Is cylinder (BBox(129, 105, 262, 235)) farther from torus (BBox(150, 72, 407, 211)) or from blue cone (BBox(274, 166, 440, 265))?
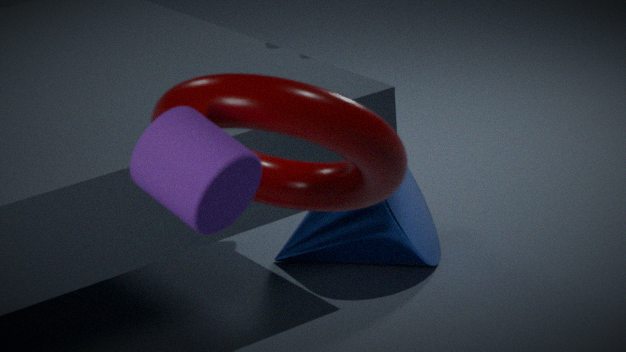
blue cone (BBox(274, 166, 440, 265))
